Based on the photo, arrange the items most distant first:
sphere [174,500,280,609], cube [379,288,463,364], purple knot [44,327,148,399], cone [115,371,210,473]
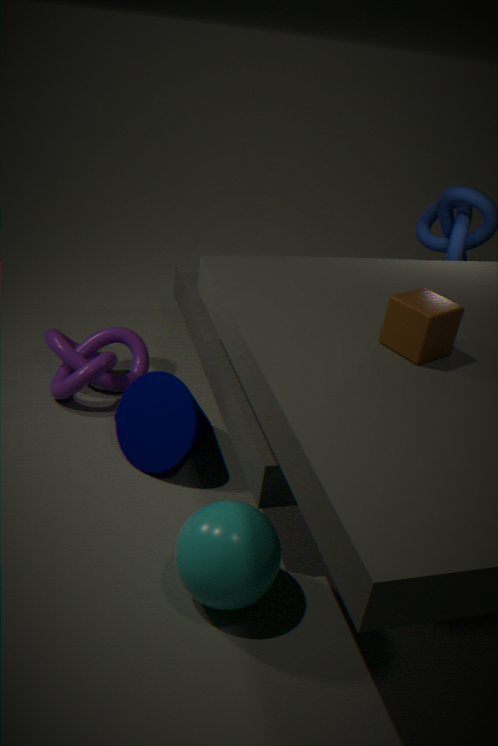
purple knot [44,327,148,399] → cone [115,371,210,473] → cube [379,288,463,364] → sphere [174,500,280,609]
